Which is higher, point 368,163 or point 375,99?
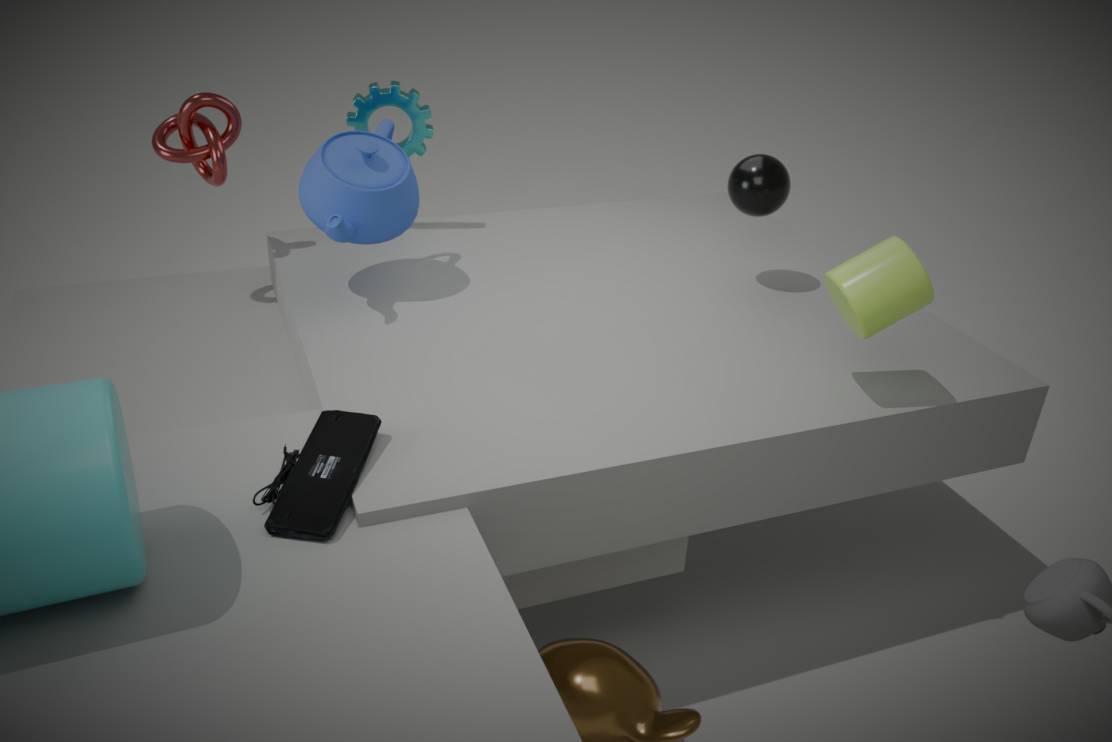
point 375,99
